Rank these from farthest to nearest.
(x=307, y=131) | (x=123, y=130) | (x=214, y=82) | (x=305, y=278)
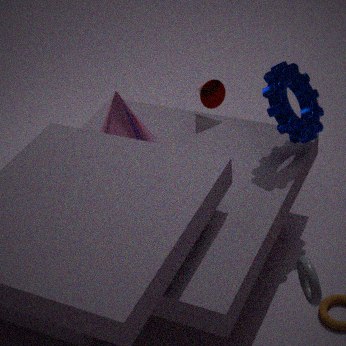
(x=214, y=82) < (x=123, y=130) < (x=307, y=131) < (x=305, y=278)
